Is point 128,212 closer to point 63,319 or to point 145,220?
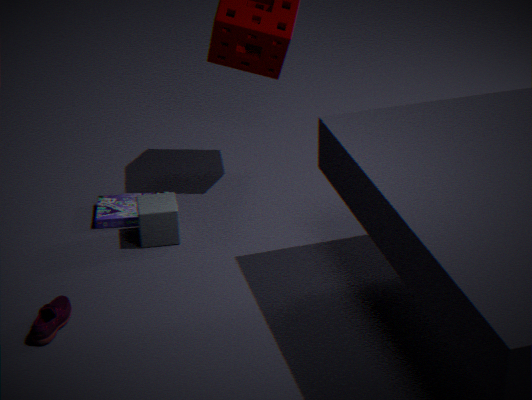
point 145,220
